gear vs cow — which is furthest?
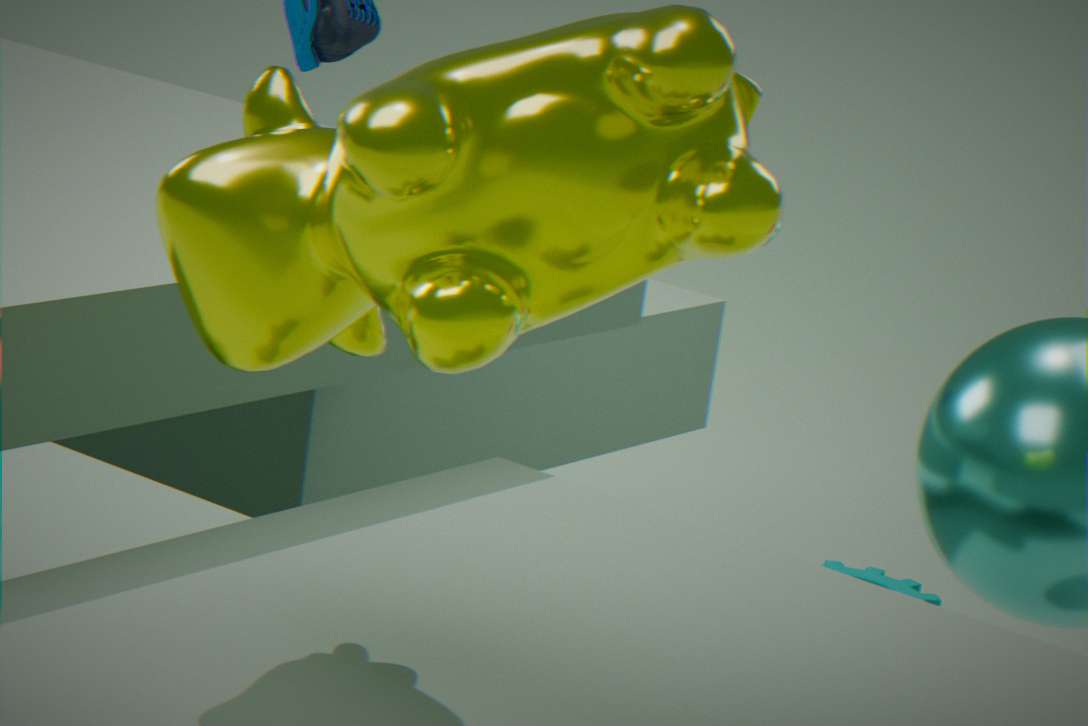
gear
